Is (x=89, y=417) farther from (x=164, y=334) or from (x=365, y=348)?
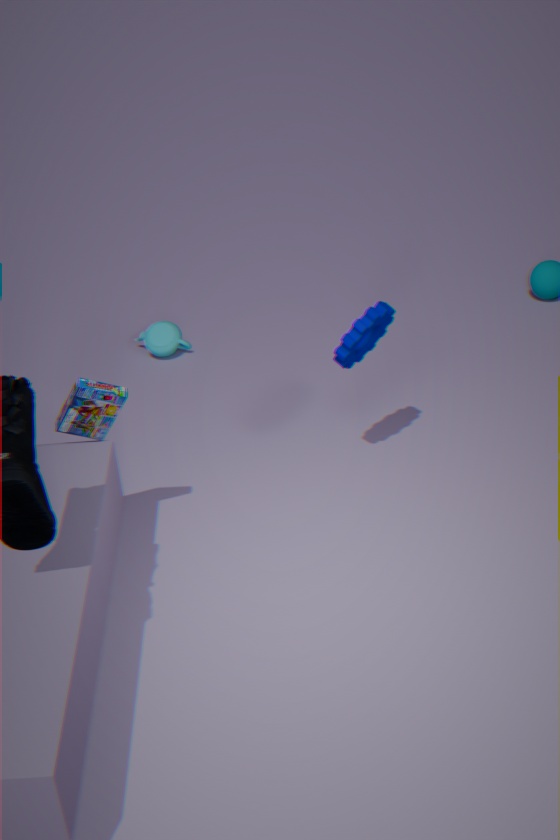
(x=164, y=334)
